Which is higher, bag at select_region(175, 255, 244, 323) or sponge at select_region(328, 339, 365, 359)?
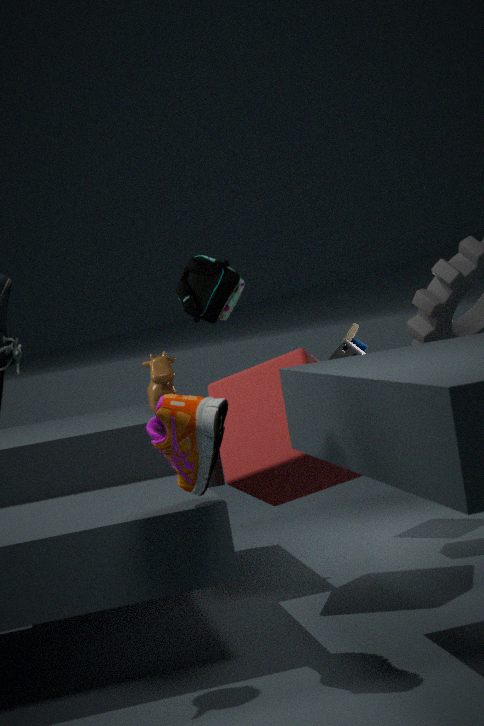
bag at select_region(175, 255, 244, 323)
